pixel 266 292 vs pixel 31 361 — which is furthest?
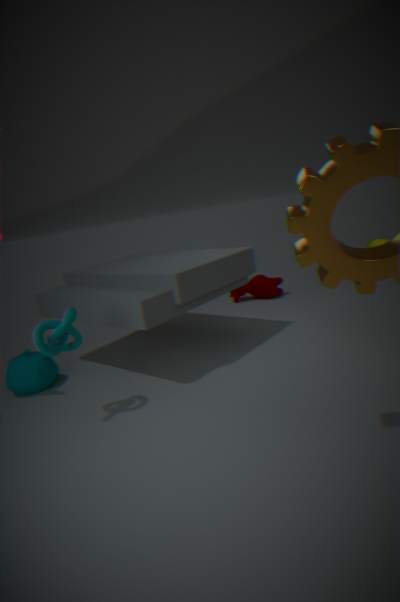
pixel 266 292
